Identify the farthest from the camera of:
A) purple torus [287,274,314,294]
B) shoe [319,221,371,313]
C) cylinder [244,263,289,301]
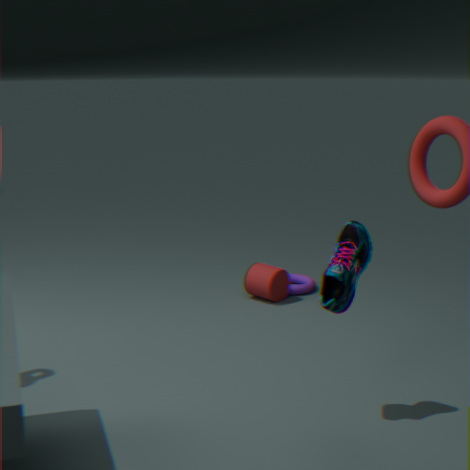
purple torus [287,274,314,294]
